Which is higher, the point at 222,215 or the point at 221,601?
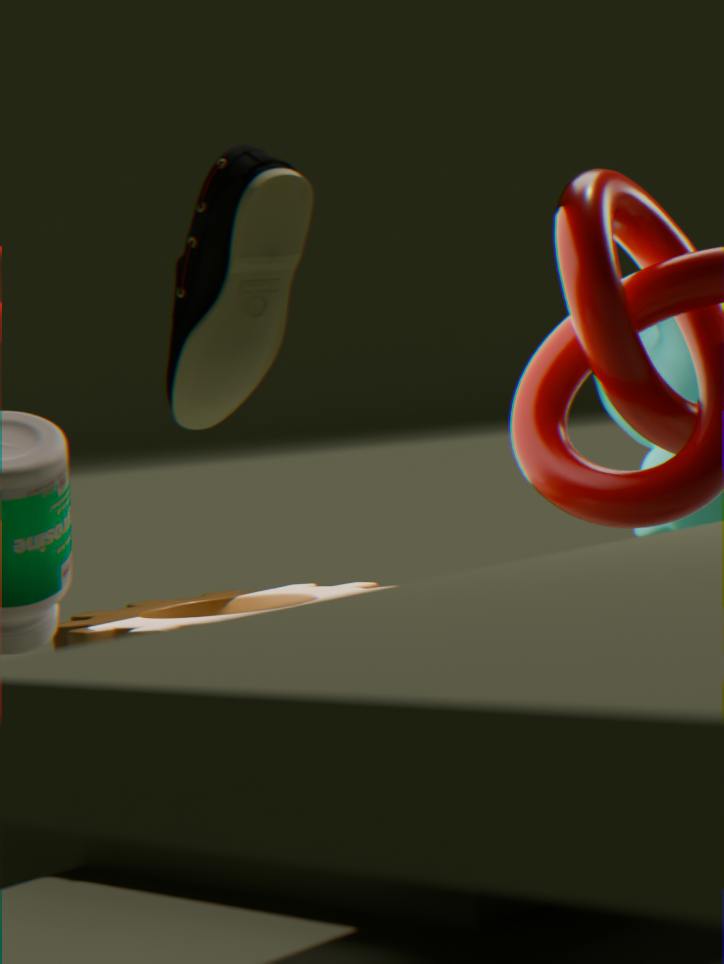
→ the point at 222,215
